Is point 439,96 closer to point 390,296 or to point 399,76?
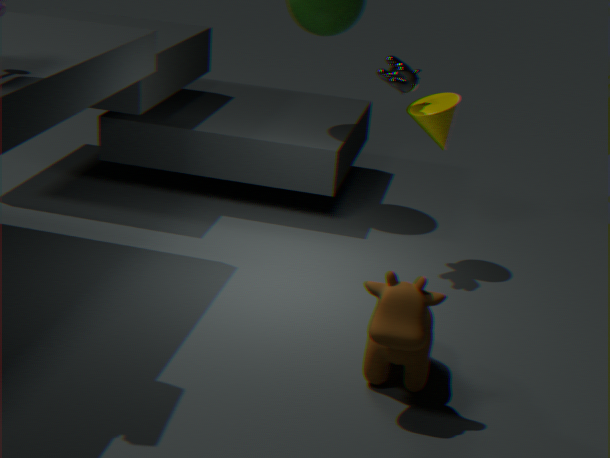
point 399,76
